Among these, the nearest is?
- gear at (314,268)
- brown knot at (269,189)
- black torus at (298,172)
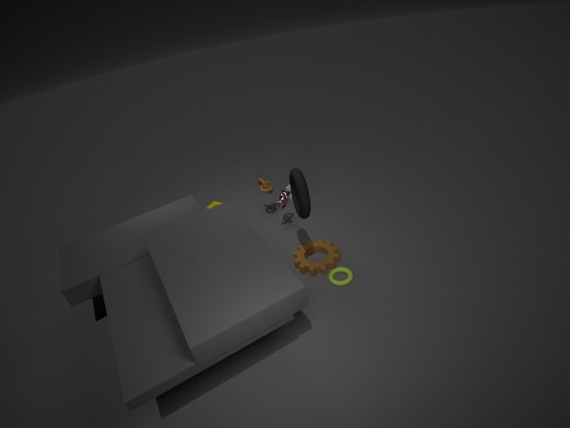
black torus at (298,172)
